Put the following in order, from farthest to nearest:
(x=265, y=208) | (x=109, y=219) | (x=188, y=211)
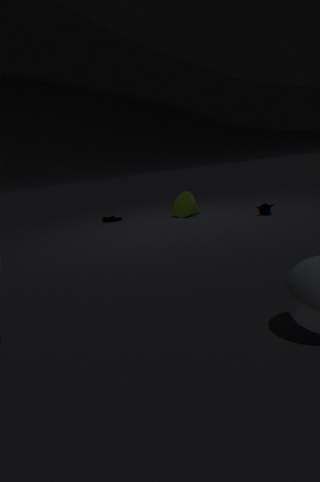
1. (x=109, y=219)
2. (x=188, y=211)
3. (x=265, y=208)
